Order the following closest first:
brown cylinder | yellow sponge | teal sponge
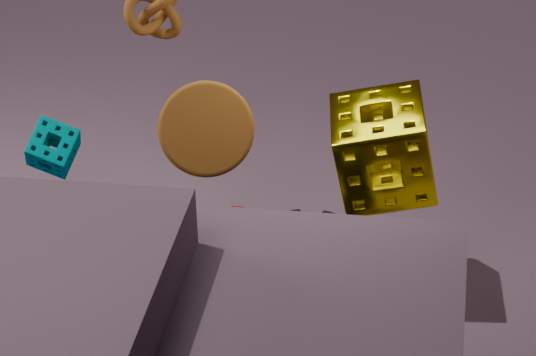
brown cylinder, yellow sponge, teal sponge
